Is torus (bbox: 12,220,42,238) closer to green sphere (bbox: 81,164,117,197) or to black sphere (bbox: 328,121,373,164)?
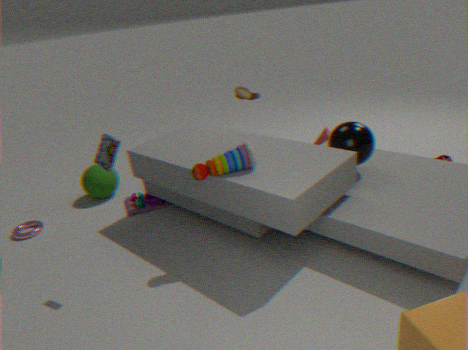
green sphere (bbox: 81,164,117,197)
